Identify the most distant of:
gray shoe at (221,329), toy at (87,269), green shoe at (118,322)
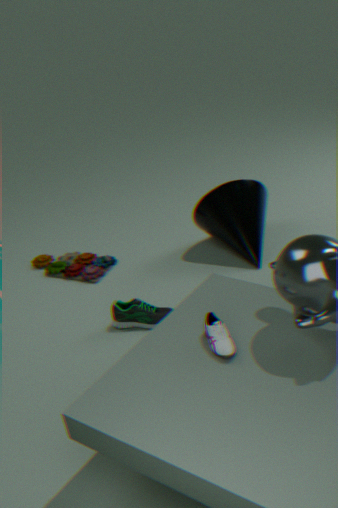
Result: toy at (87,269)
